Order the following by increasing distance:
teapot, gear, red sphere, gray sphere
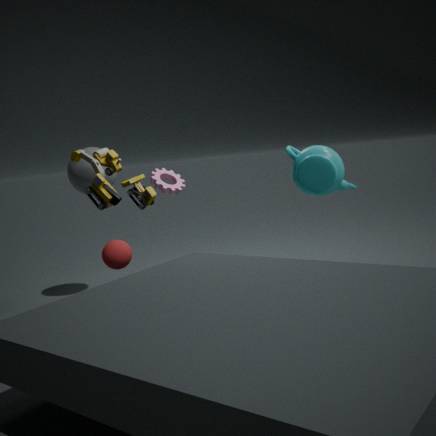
red sphere, teapot, gray sphere, gear
